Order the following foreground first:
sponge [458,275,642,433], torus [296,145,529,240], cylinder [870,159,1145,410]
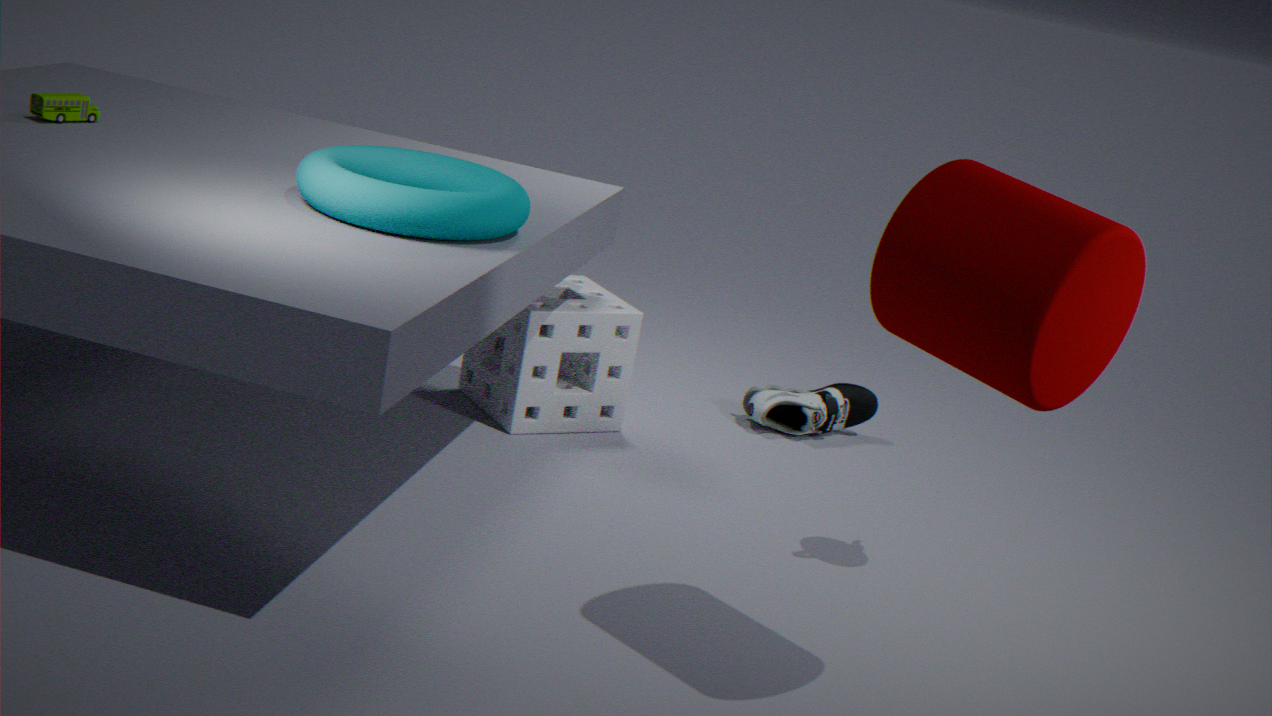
1. cylinder [870,159,1145,410]
2. torus [296,145,529,240]
3. sponge [458,275,642,433]
